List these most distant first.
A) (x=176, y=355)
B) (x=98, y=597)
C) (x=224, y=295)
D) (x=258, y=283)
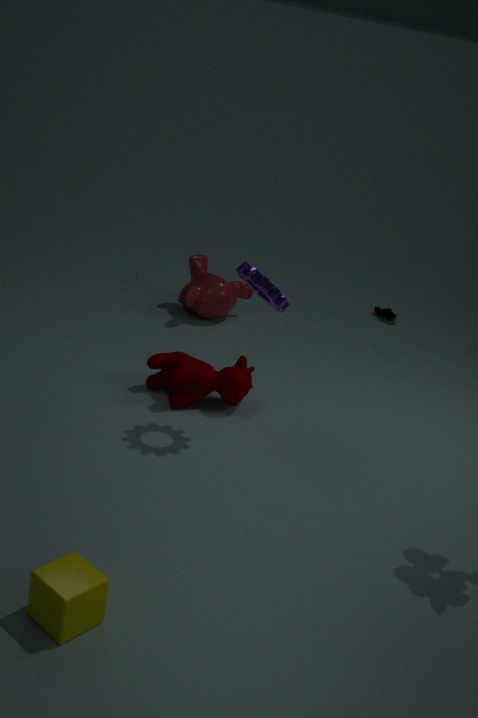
(x=224, y=295) → (x=176, y=355) → (x=258, y=283) → (x=98, y=597)
